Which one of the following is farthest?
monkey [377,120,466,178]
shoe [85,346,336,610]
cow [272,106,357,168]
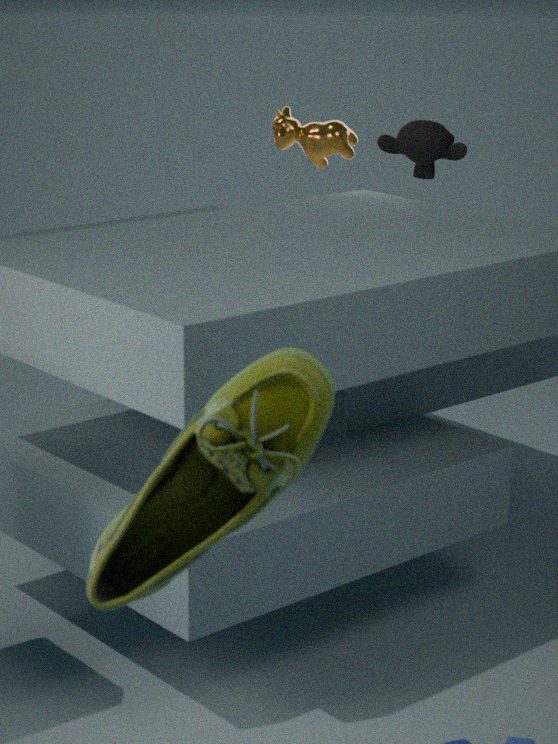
cow [272,106,357,168]
